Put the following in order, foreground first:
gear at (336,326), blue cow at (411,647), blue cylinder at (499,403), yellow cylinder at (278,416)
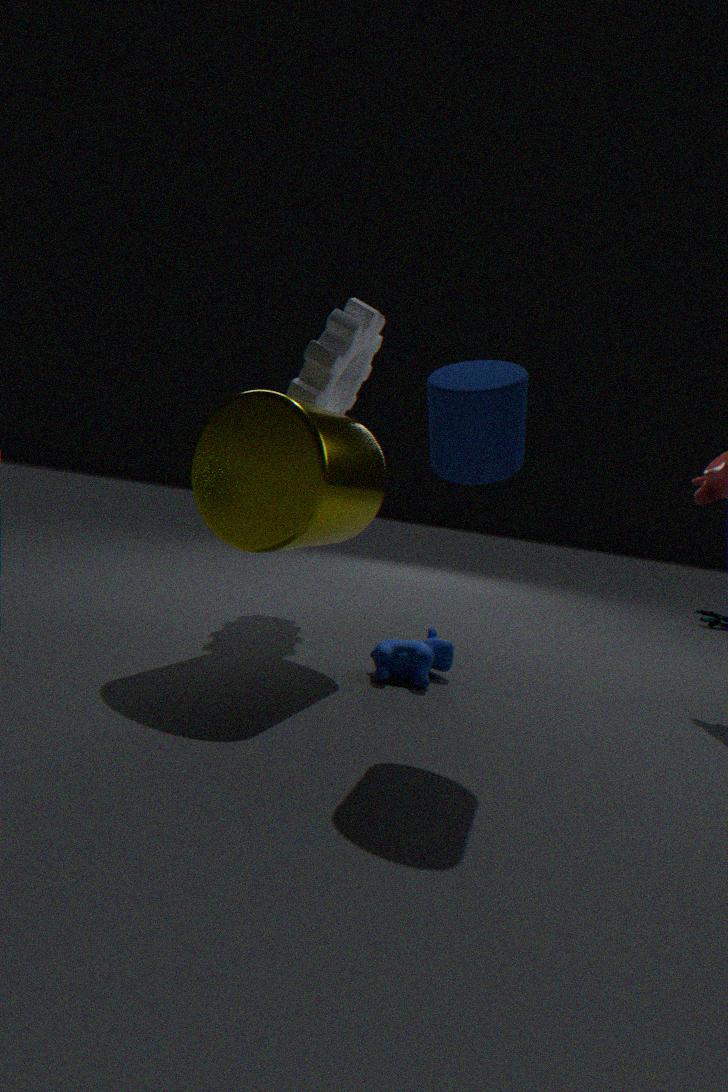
blue cylinder at (499,403) → yellow cylinder at (278,416) → blue cow at (411,647) → gear at (336,326)
